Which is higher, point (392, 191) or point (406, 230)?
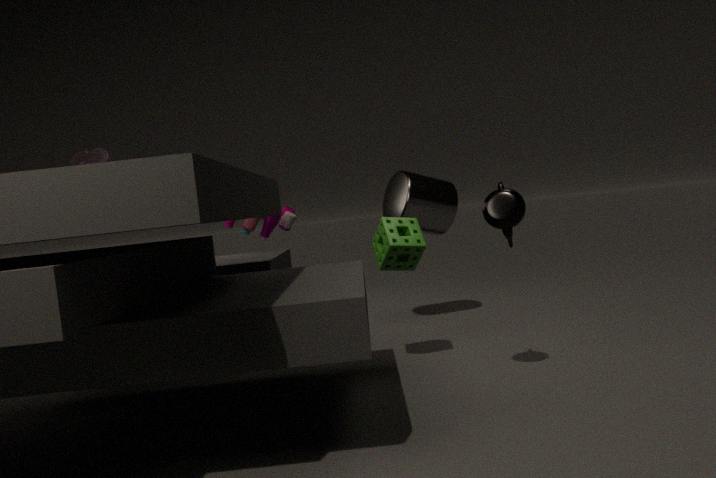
point (392, 191)
